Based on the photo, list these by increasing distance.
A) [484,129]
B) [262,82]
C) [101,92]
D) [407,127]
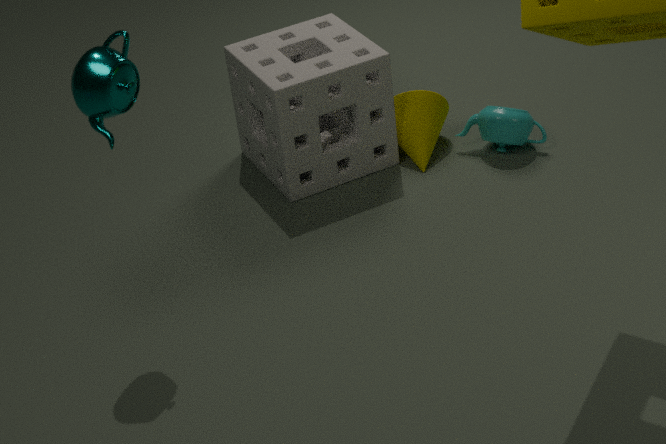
[101,92]
[262,82]
[484,129]
[407,127]
